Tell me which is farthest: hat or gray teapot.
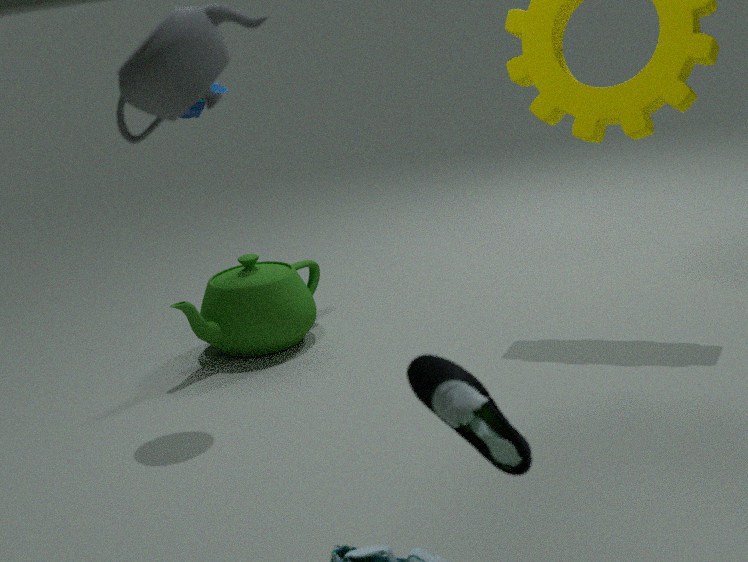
hat
